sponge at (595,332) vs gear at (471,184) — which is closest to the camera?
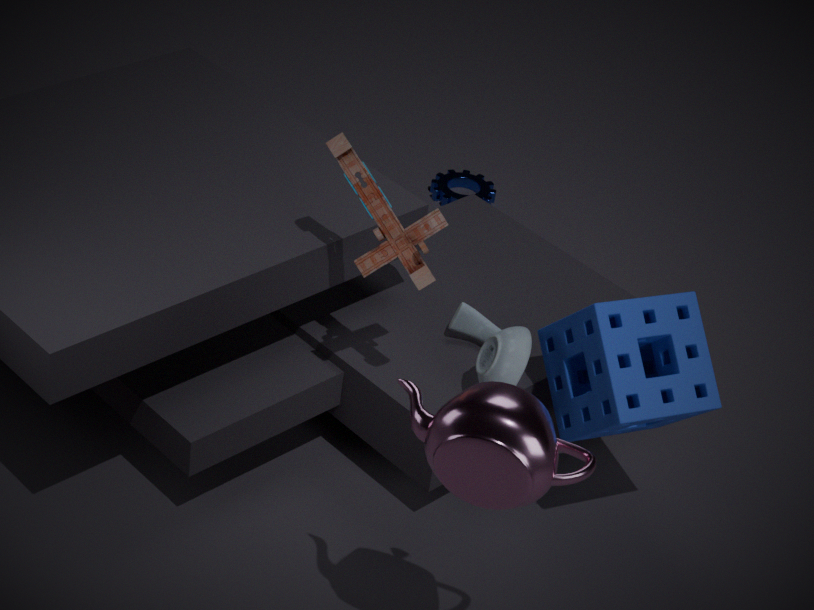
sponge at (595,332)
